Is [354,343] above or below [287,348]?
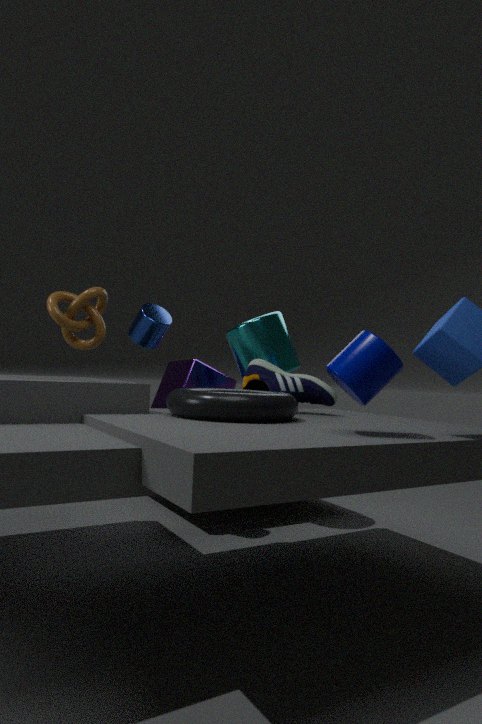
below
